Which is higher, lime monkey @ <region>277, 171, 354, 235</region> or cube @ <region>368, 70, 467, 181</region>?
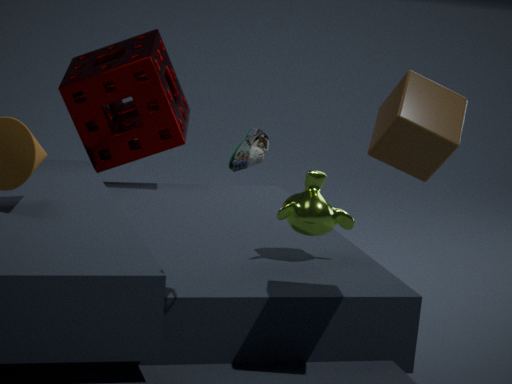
cube @ <region>368, 70, 467, 181</region>
